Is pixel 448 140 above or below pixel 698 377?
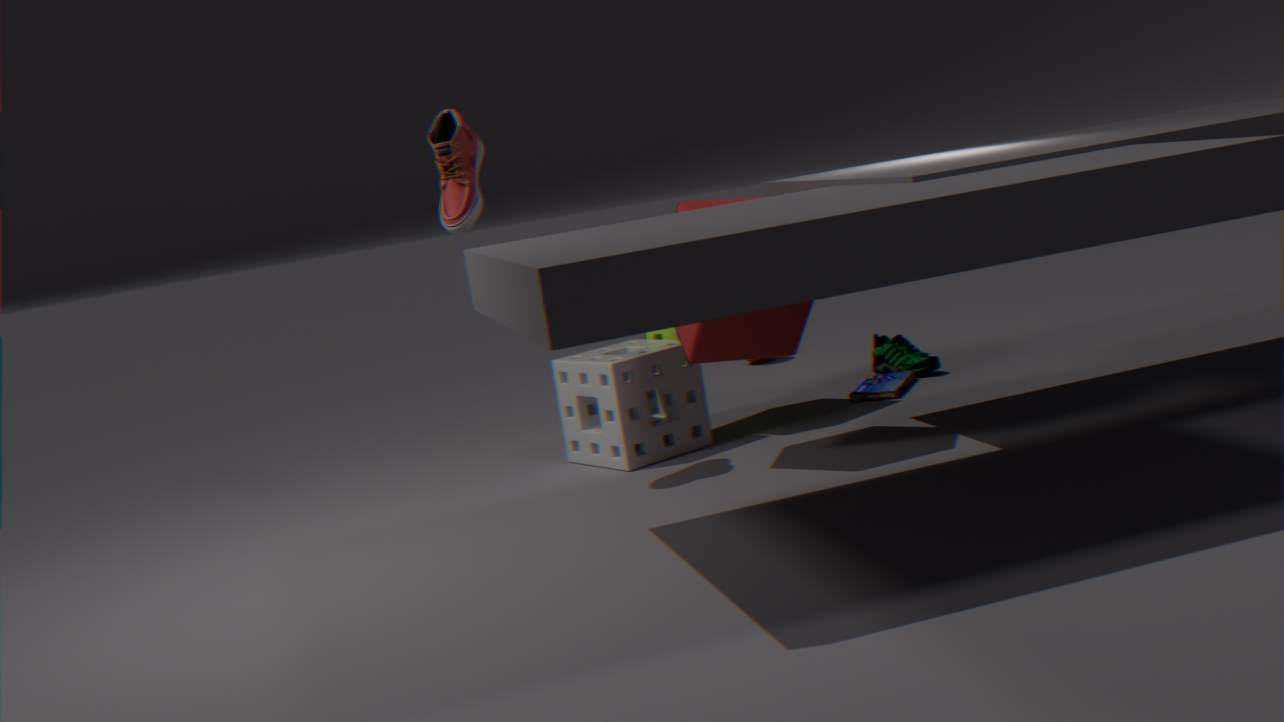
above
